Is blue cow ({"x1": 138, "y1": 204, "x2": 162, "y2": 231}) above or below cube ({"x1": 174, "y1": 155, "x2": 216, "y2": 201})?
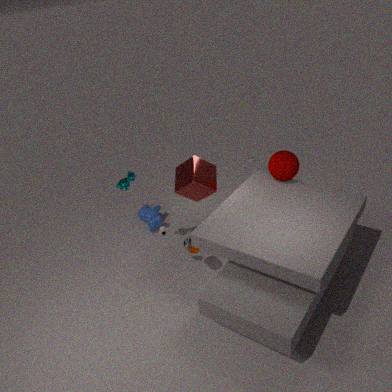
below
